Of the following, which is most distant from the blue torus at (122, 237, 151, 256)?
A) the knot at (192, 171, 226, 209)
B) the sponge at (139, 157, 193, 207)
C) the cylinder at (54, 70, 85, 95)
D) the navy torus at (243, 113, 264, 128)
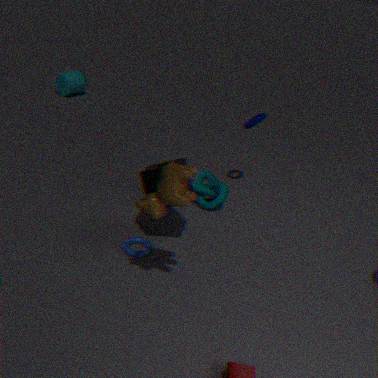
the cylinder at (54, 70, 85, 95)
